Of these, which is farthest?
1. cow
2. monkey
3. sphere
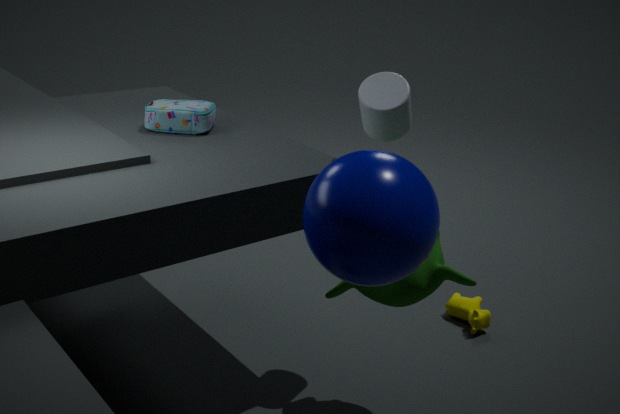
cow
